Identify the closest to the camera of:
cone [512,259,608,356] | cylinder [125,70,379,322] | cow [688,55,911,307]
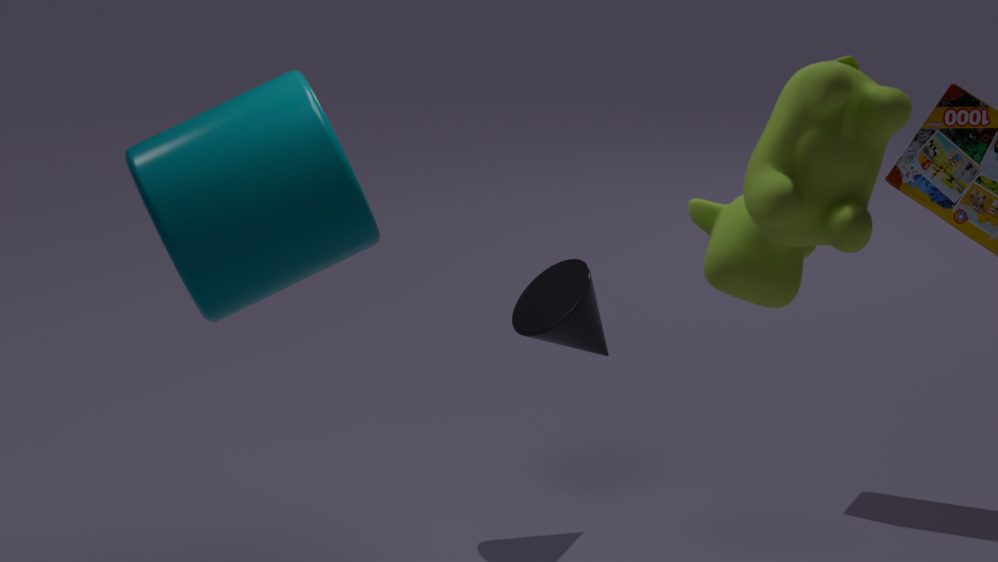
cow [688,55,911,307]
